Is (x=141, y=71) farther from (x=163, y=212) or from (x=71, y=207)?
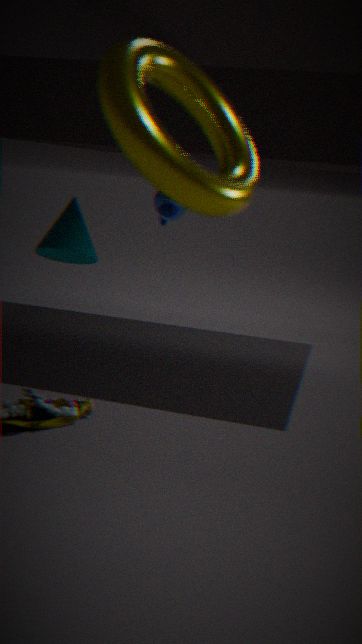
(x=163, y=212)
